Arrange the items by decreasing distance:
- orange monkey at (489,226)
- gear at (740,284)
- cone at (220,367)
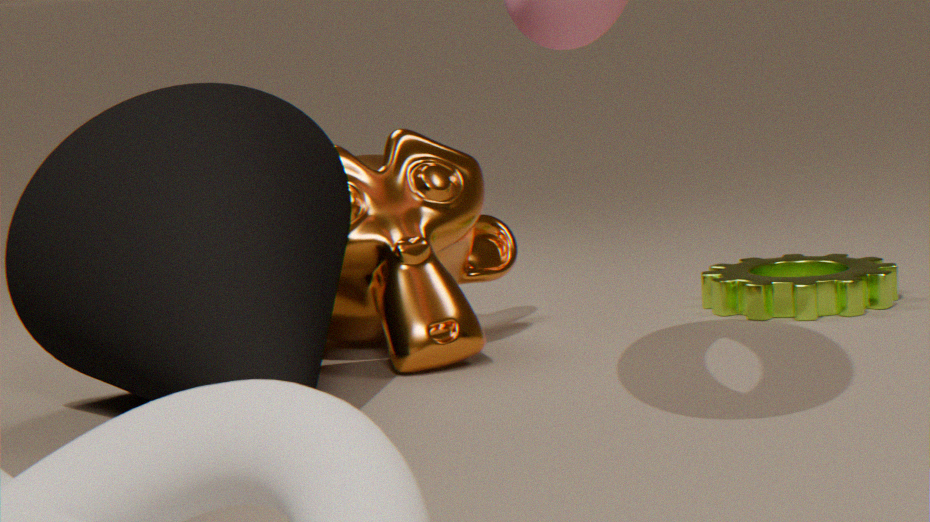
gear at (740,284), orange monkey at (489,226), cone at (220,367)
